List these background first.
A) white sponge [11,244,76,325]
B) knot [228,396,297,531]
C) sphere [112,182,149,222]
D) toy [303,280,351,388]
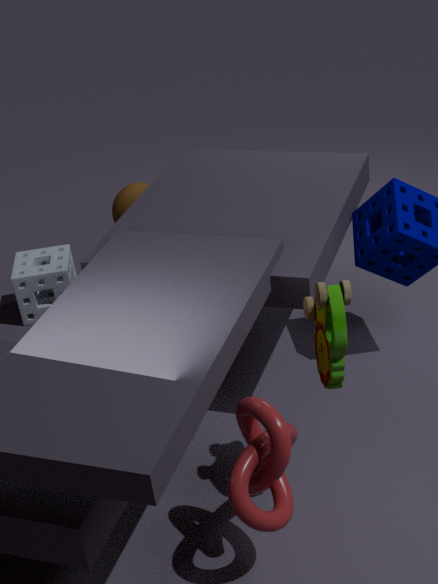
white sponge [11,244,76,325], sphere [112,182,149,222], toy [303,280,351,388], knot [228,396,297,531]
